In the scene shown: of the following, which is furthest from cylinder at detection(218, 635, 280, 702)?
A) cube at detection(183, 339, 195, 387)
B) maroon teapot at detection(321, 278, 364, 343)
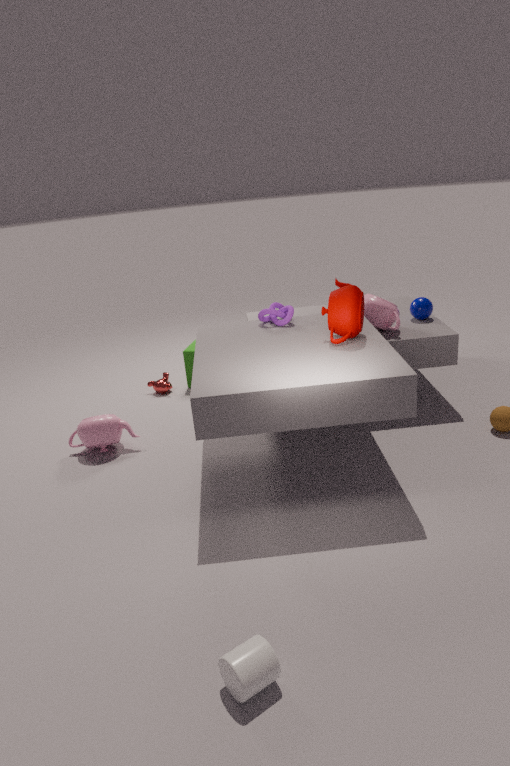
cube at detection(183, 339, 195, 387)
